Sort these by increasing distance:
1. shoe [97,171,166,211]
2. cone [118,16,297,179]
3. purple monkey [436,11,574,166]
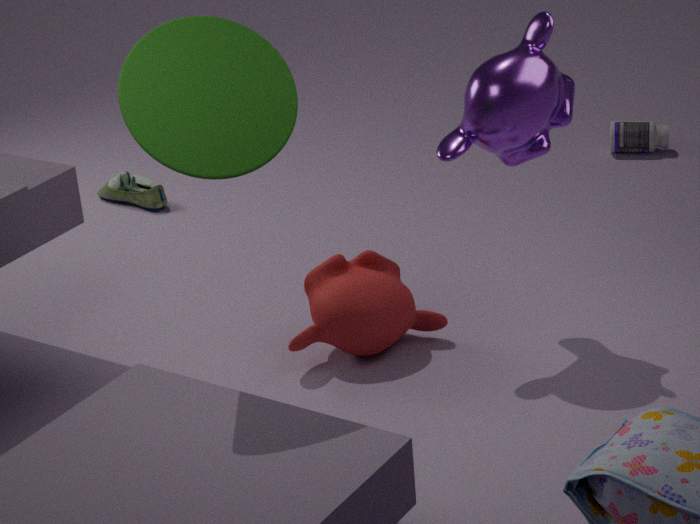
cone [118,16,297,179]
purple monkey [436,11,574,166]
shoe [97,171,166,211]
